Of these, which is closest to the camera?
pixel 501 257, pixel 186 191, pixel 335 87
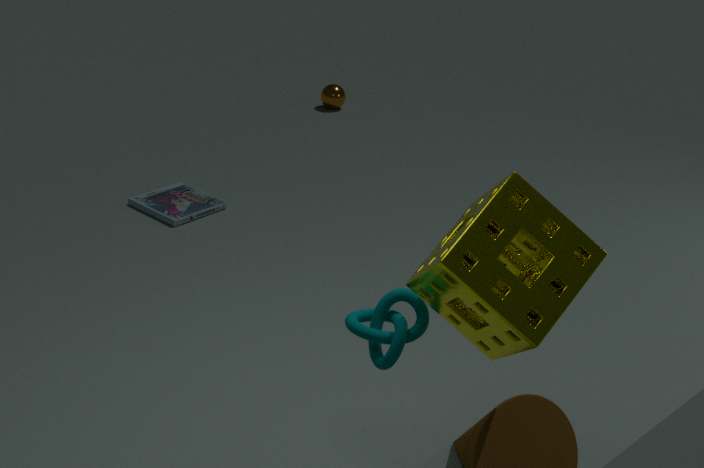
pixel 501 257
